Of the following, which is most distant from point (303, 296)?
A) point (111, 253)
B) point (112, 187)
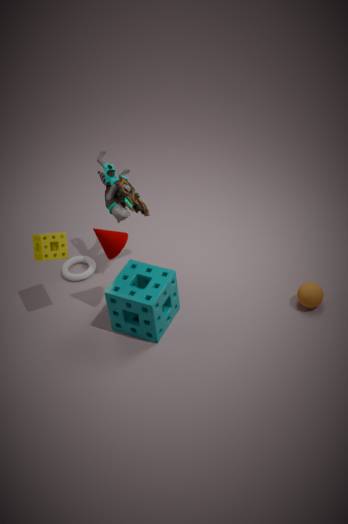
point (112, 187)
